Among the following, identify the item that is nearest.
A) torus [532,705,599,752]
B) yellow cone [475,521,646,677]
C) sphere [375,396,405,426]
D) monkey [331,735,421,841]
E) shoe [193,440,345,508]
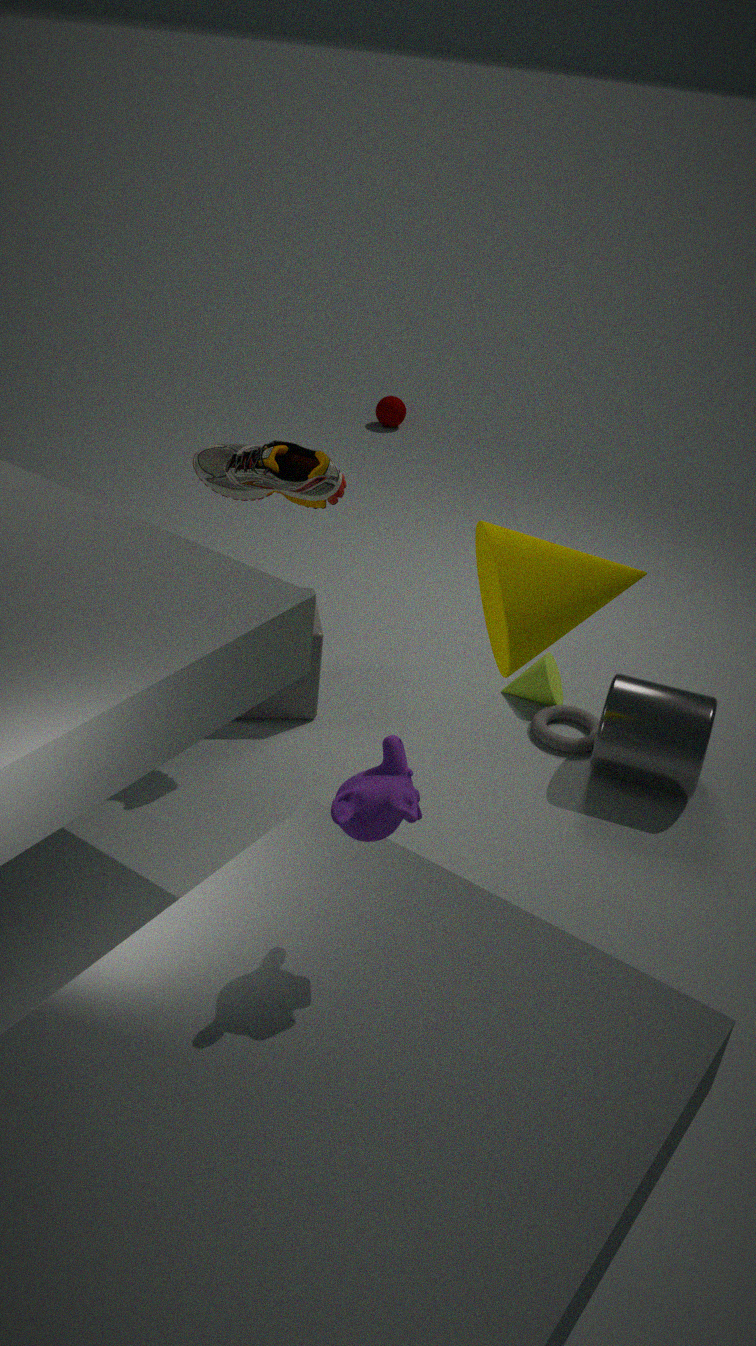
monkey [331,735,421,841]
